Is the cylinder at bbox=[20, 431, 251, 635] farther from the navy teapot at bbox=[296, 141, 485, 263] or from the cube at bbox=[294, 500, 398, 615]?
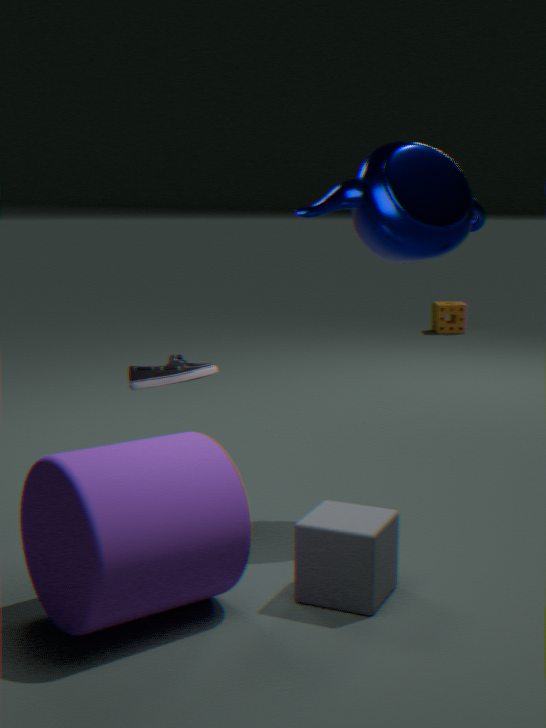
the navy teapot at bbox=[296, 141, 485, 263]
